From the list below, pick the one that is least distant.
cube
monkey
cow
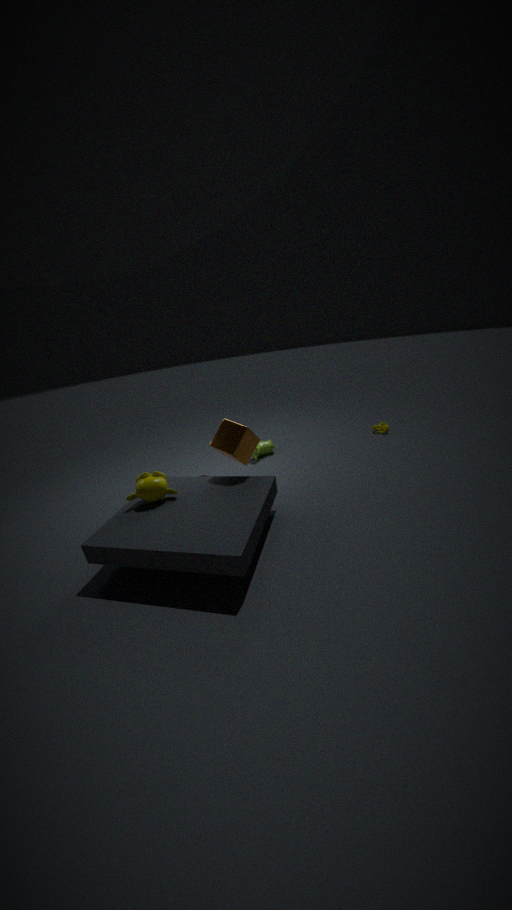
monkey
